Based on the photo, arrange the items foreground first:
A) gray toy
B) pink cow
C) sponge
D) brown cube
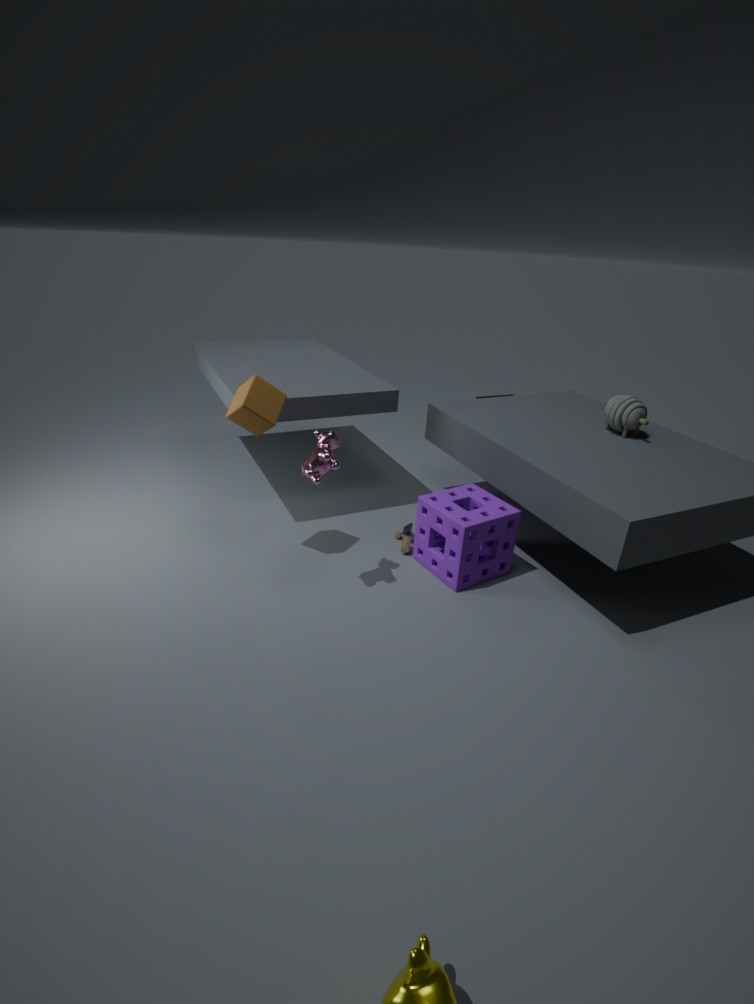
1. pink cow
2. brown cube
3. sponge
4. gray toy
